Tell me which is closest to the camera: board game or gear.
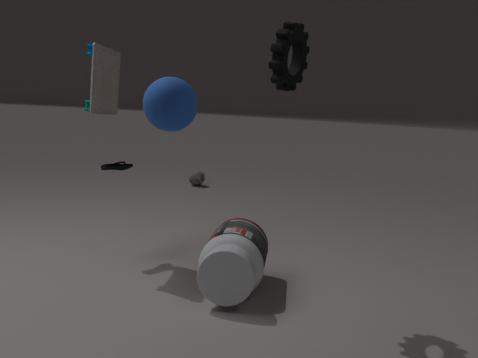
gear
